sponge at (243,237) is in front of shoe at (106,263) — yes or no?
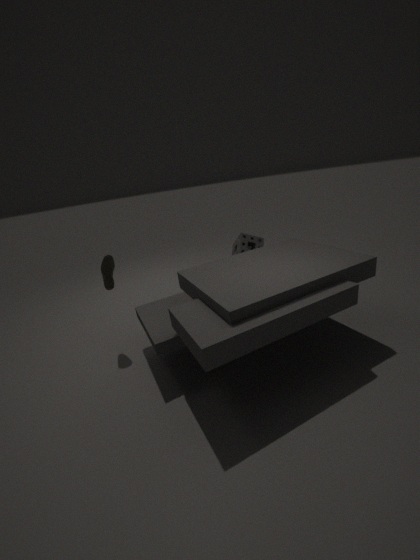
No
